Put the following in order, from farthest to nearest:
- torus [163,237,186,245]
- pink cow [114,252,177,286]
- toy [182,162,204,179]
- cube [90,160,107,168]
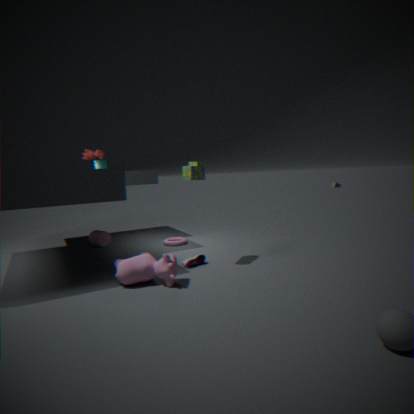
cube [90,160,107,168] → torus [163,237,186,245] → toy [182,162,204,179] → pink cow [114,252,177,286]
